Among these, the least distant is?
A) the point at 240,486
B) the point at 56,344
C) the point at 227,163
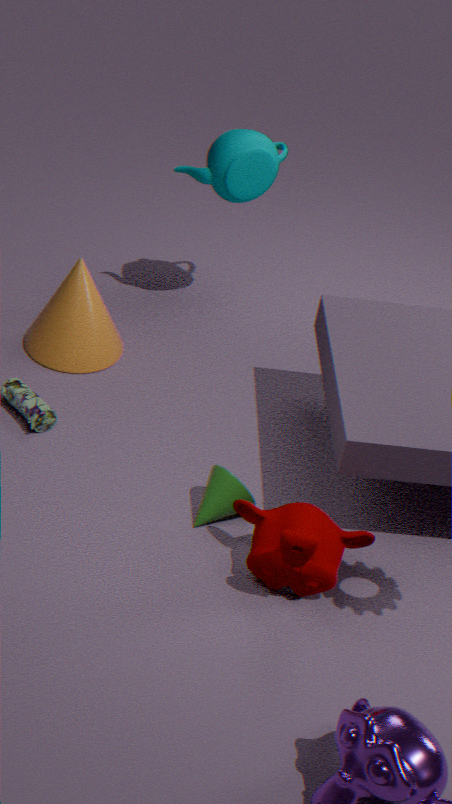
the point at 240,486
